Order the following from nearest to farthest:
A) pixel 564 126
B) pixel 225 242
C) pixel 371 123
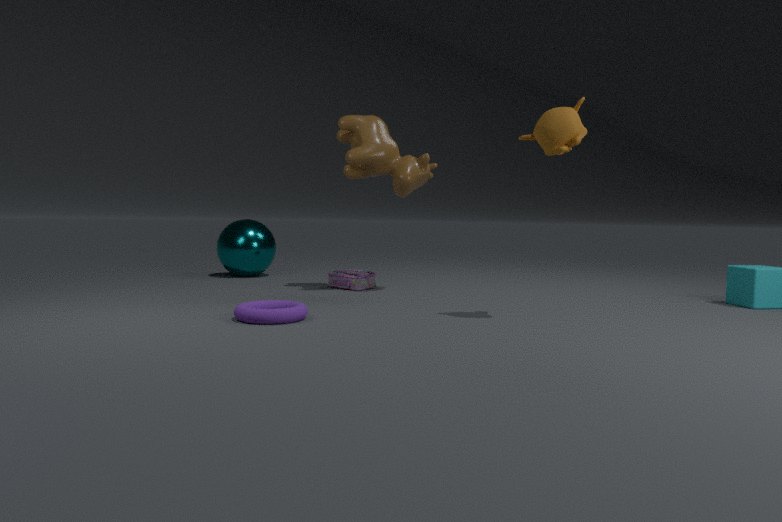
pixel 564 126, pixel 371 123, pixel 225 242
